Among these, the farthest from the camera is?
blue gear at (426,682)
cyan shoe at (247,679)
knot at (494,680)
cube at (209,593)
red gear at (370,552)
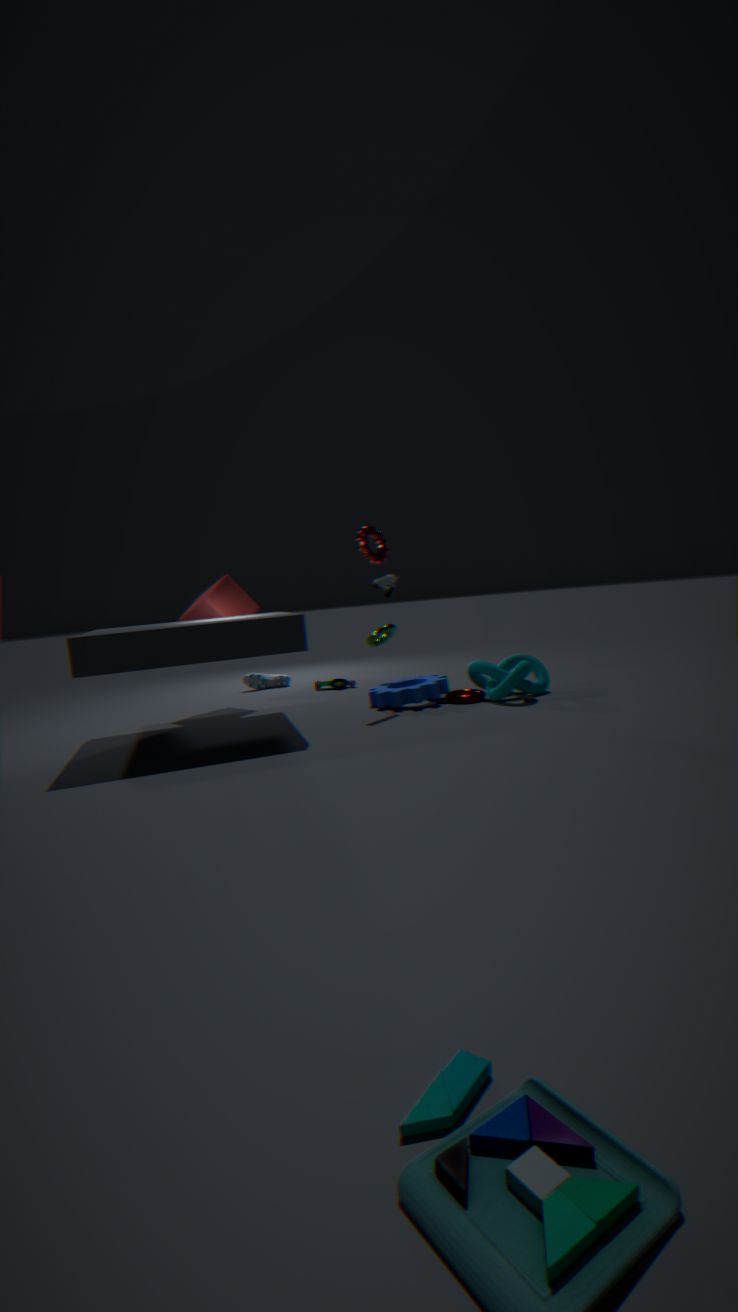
cyan shoe at (247,679)
